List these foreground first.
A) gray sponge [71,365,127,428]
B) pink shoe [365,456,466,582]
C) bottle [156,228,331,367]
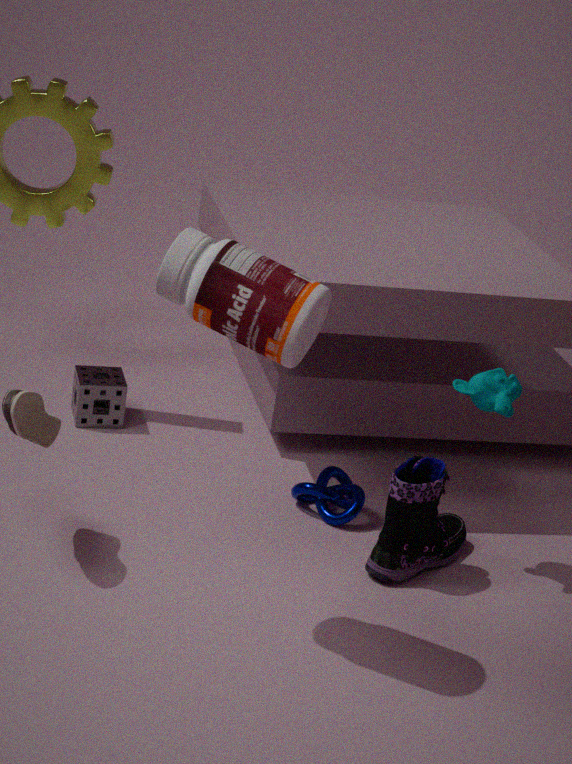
C. bottle [156,228,331,367], B. pink shoe [365,456,466,582], A. gray sponge [71,365,127,428]
